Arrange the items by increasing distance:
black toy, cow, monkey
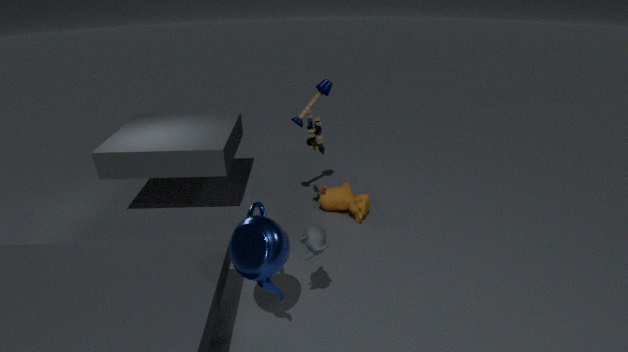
monkey → black toy → cow
